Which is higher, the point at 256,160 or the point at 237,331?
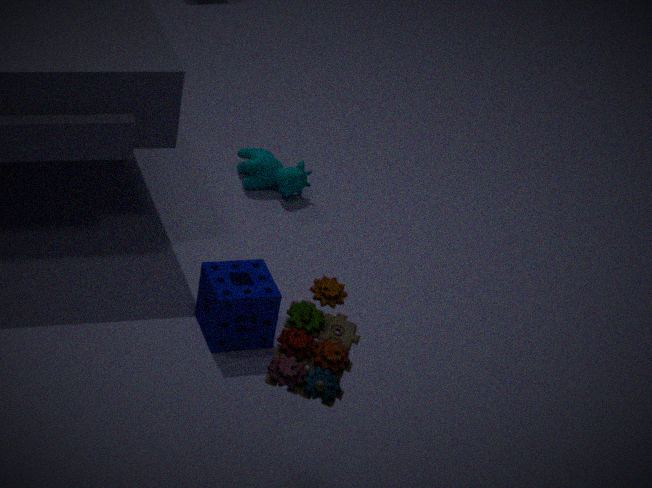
the point at 237,331
